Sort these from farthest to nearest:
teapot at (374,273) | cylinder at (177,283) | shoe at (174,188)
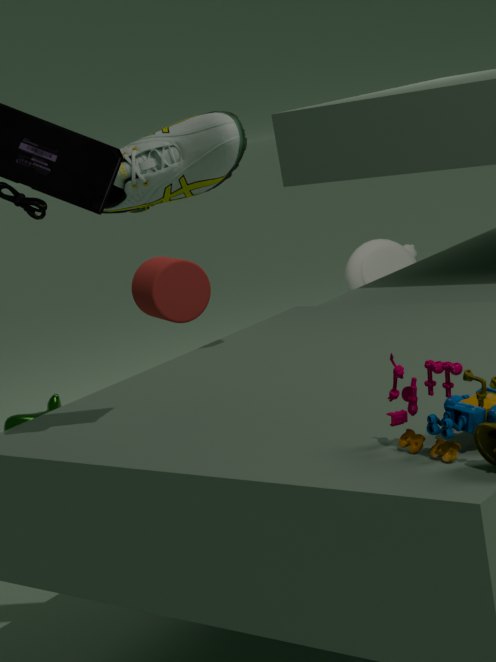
teapot at (374,273)
cylinder at (177,283)
shoe at (174,188)
